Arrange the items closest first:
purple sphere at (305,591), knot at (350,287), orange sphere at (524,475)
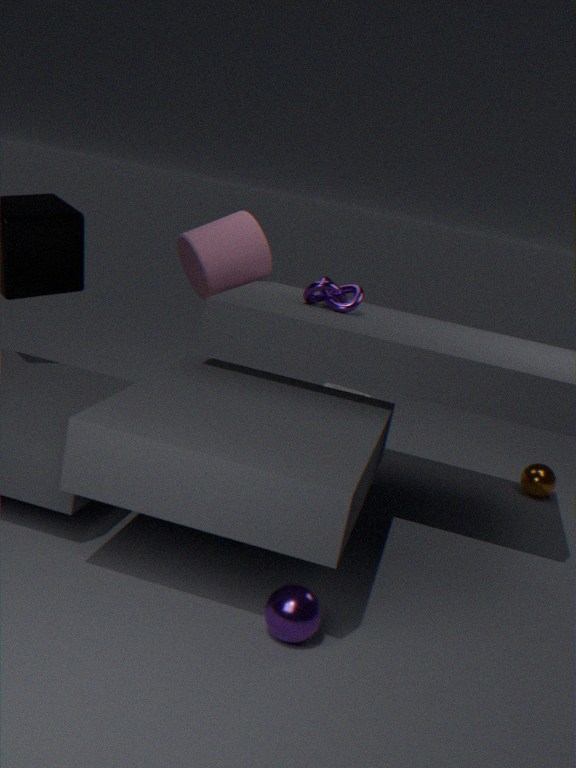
purple sphere at (305,591), knot at (350,287), orange sphere at (524,475)
